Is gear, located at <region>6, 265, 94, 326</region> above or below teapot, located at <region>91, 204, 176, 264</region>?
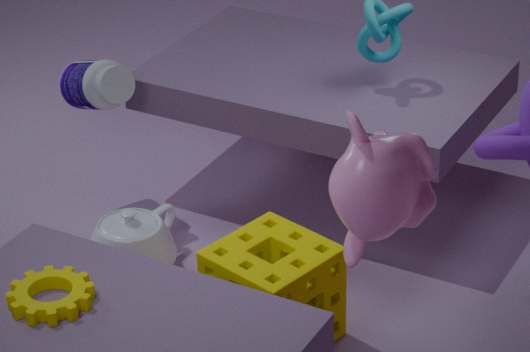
above
